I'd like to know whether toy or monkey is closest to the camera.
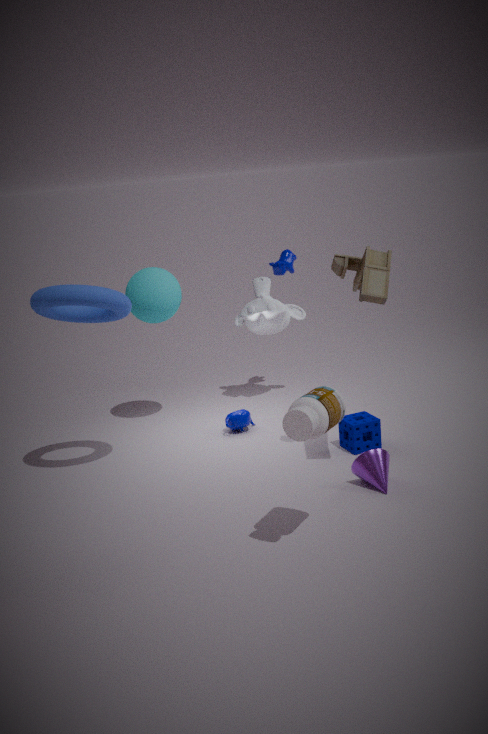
toy
